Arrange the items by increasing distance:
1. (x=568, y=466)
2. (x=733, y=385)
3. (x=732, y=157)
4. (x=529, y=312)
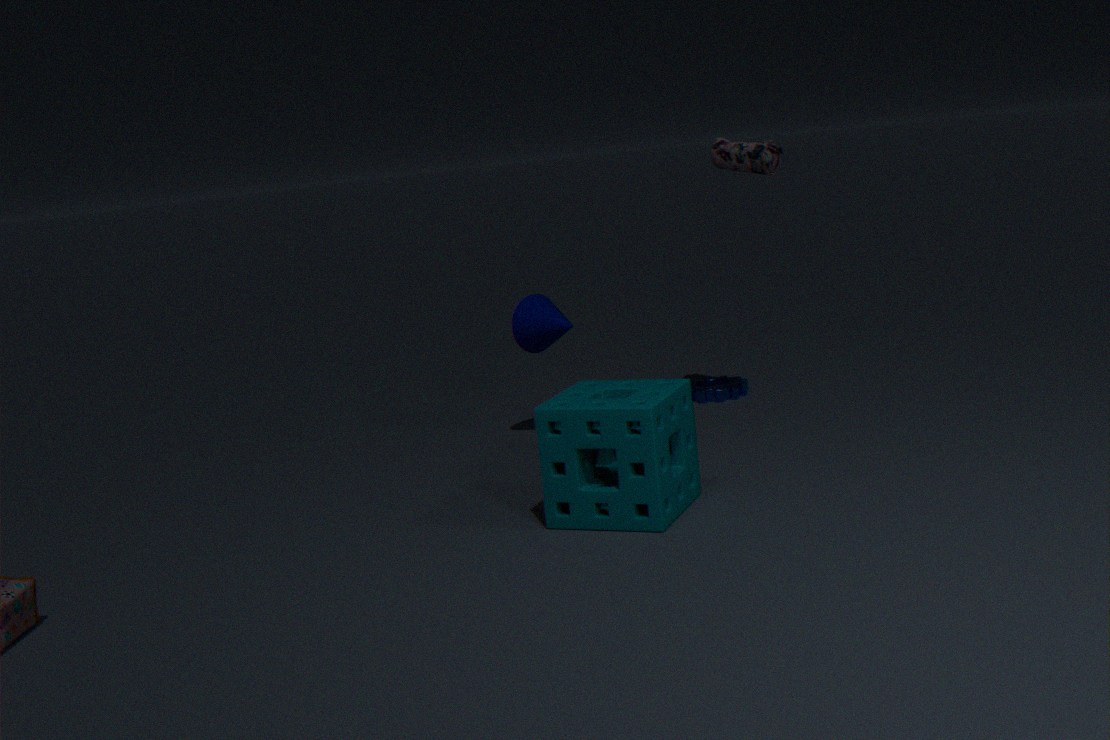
1. (x=568, y=466)
2. (x=529, y=312)
3. (x=732, y=157)
4. (x=733, y=385)
